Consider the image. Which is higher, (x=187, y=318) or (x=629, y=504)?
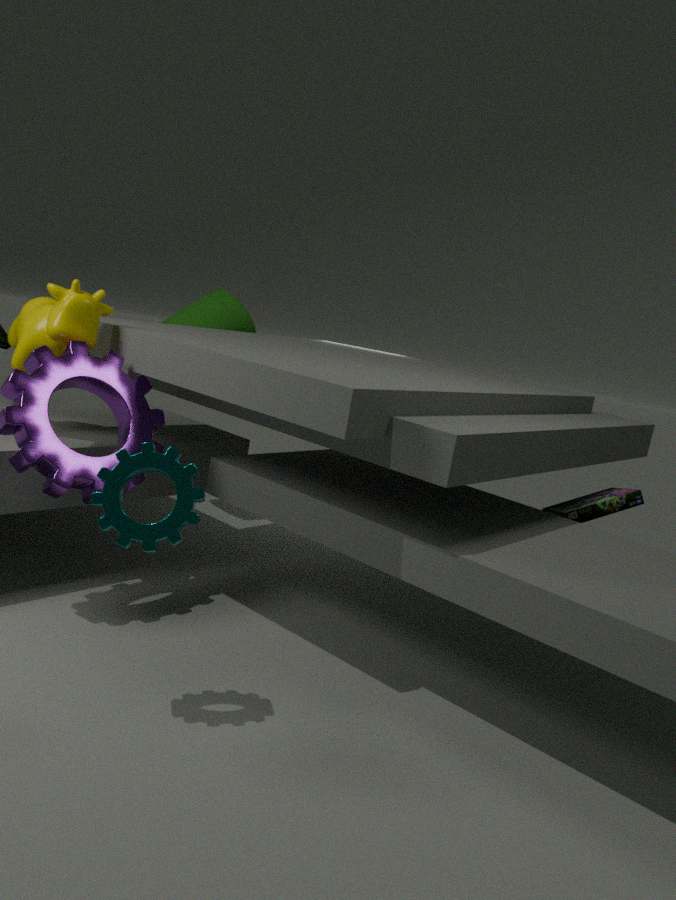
(x=187, y=318)
